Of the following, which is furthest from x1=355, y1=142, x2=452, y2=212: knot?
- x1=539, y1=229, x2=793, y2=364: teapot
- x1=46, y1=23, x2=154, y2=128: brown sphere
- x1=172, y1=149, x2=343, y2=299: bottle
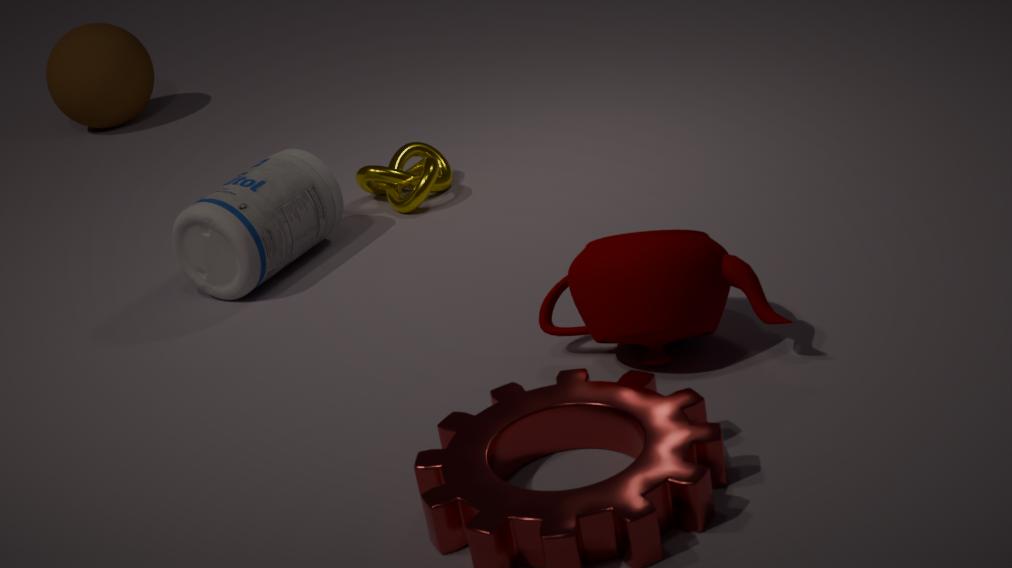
x1=46, y1=23, x2=154, y2=128: brown sphere
